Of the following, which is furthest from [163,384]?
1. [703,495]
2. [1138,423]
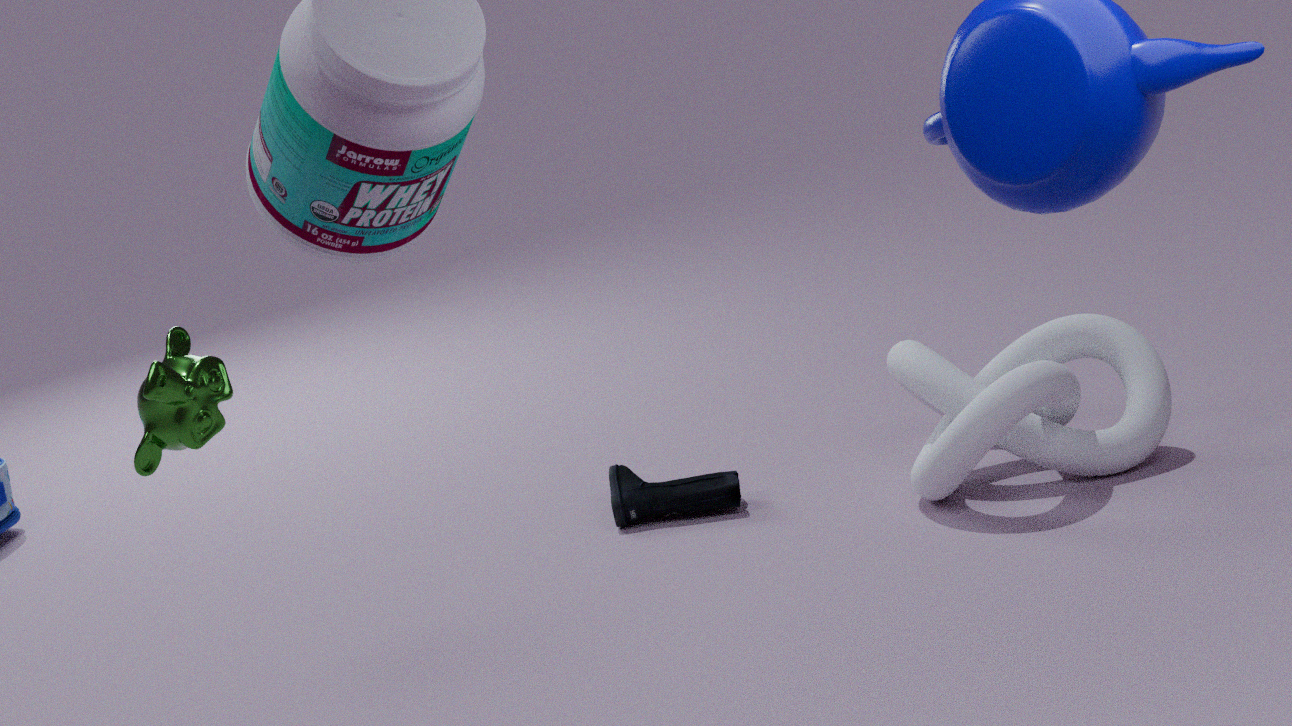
[1138,423]
